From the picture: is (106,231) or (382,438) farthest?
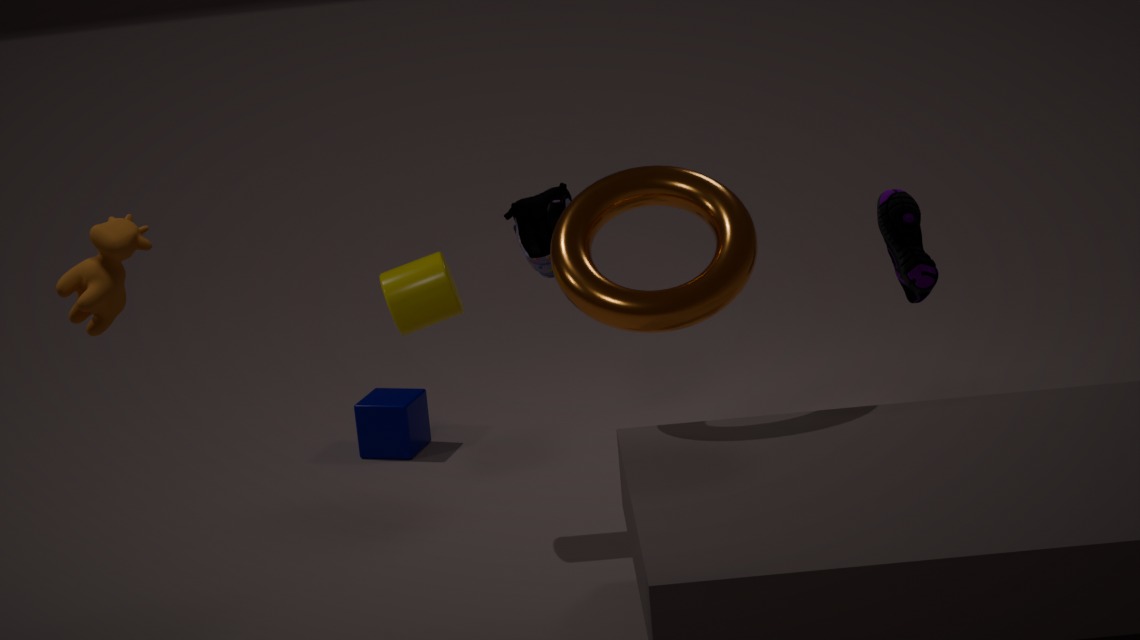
(382,438)
